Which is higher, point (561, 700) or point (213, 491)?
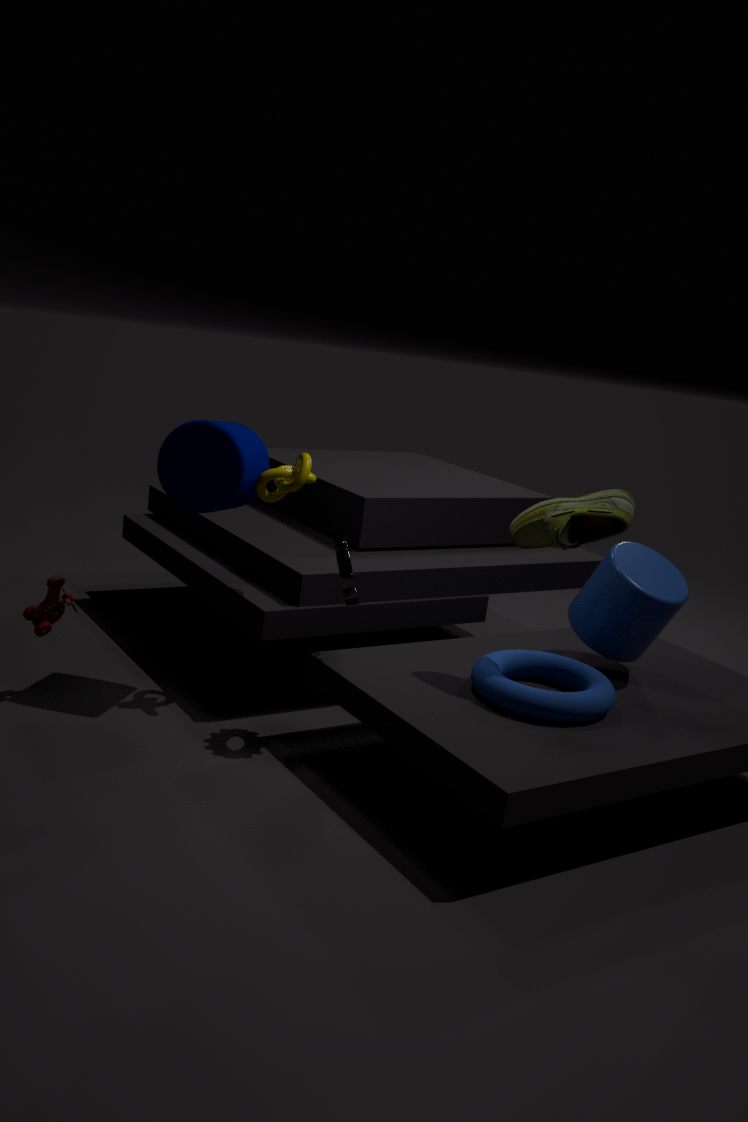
point (213, 491)
